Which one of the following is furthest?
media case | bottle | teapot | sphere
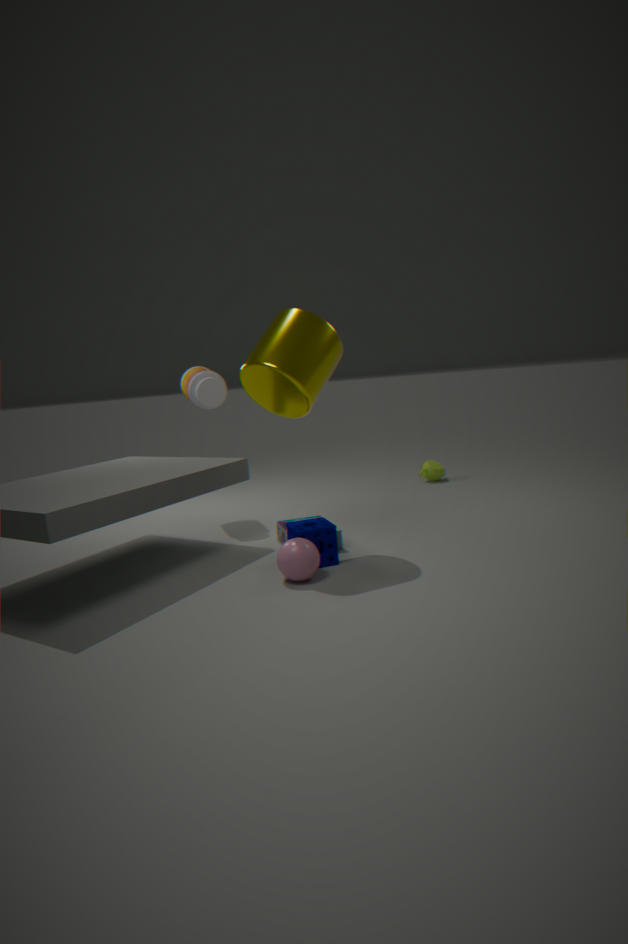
teapot
